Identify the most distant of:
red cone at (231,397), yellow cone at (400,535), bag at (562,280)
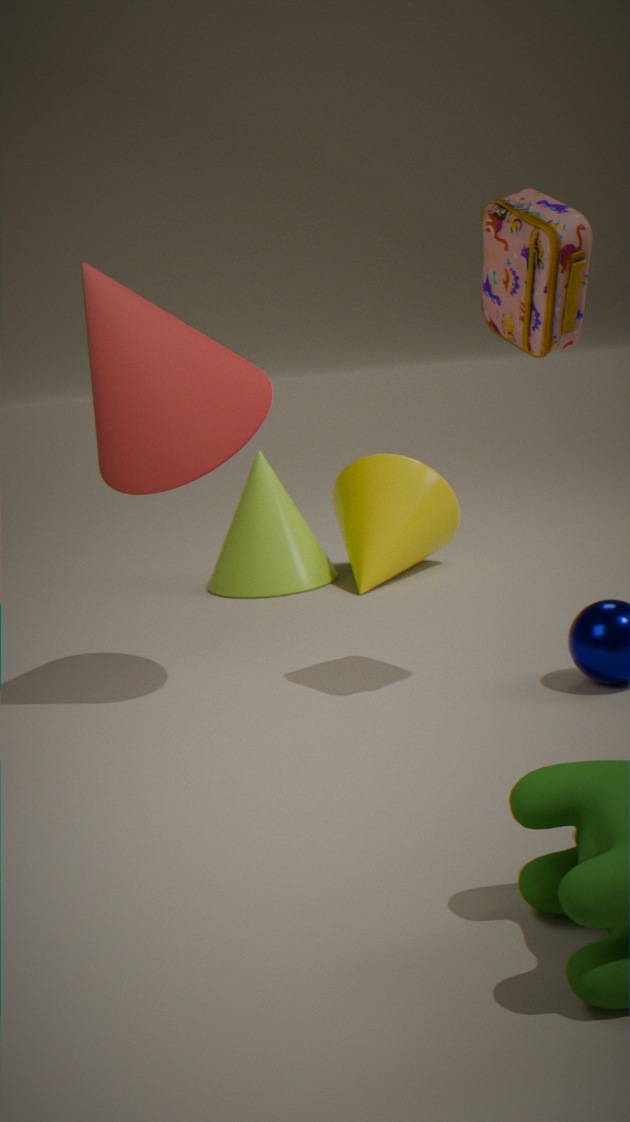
yellow cone at (400,535)
